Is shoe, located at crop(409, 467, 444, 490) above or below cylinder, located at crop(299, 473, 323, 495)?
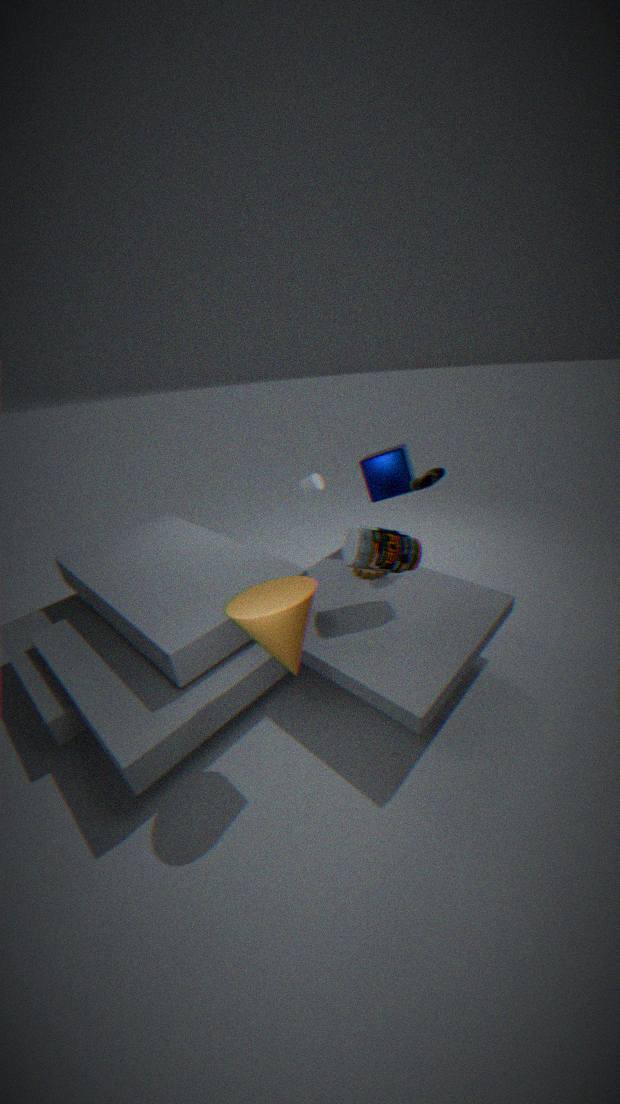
above
